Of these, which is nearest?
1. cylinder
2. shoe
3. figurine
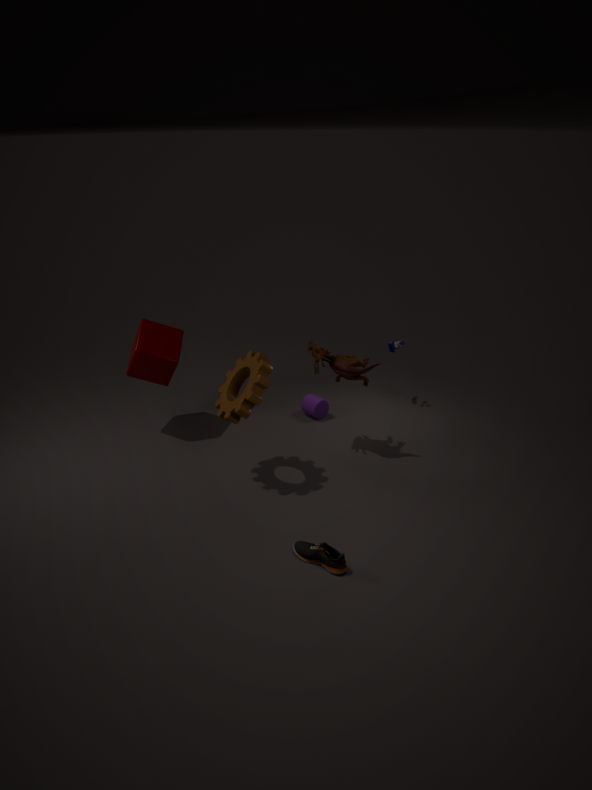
shoe
